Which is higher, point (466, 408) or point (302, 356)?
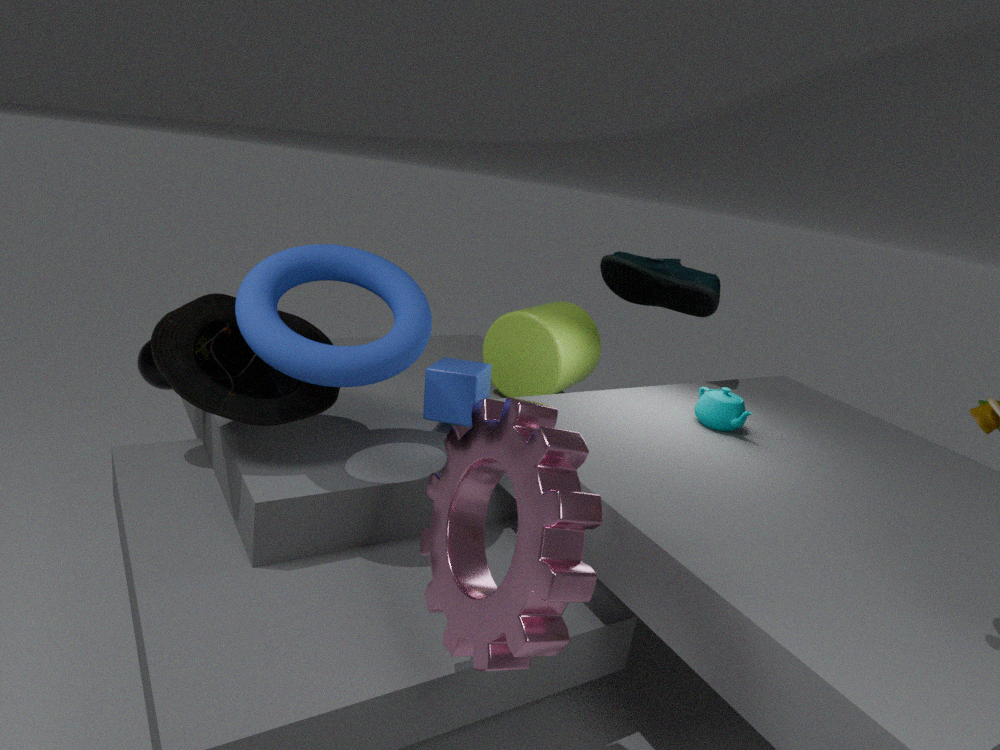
point (302, 356)
